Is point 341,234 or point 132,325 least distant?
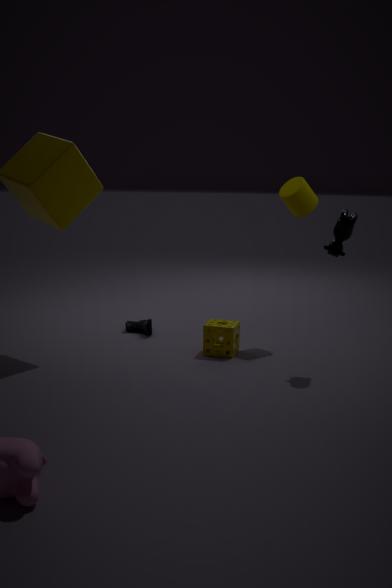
point 341,234
